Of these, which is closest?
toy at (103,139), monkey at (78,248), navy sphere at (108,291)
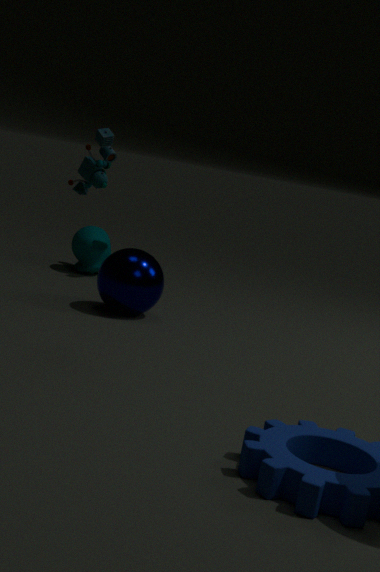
toy at (103,139)
